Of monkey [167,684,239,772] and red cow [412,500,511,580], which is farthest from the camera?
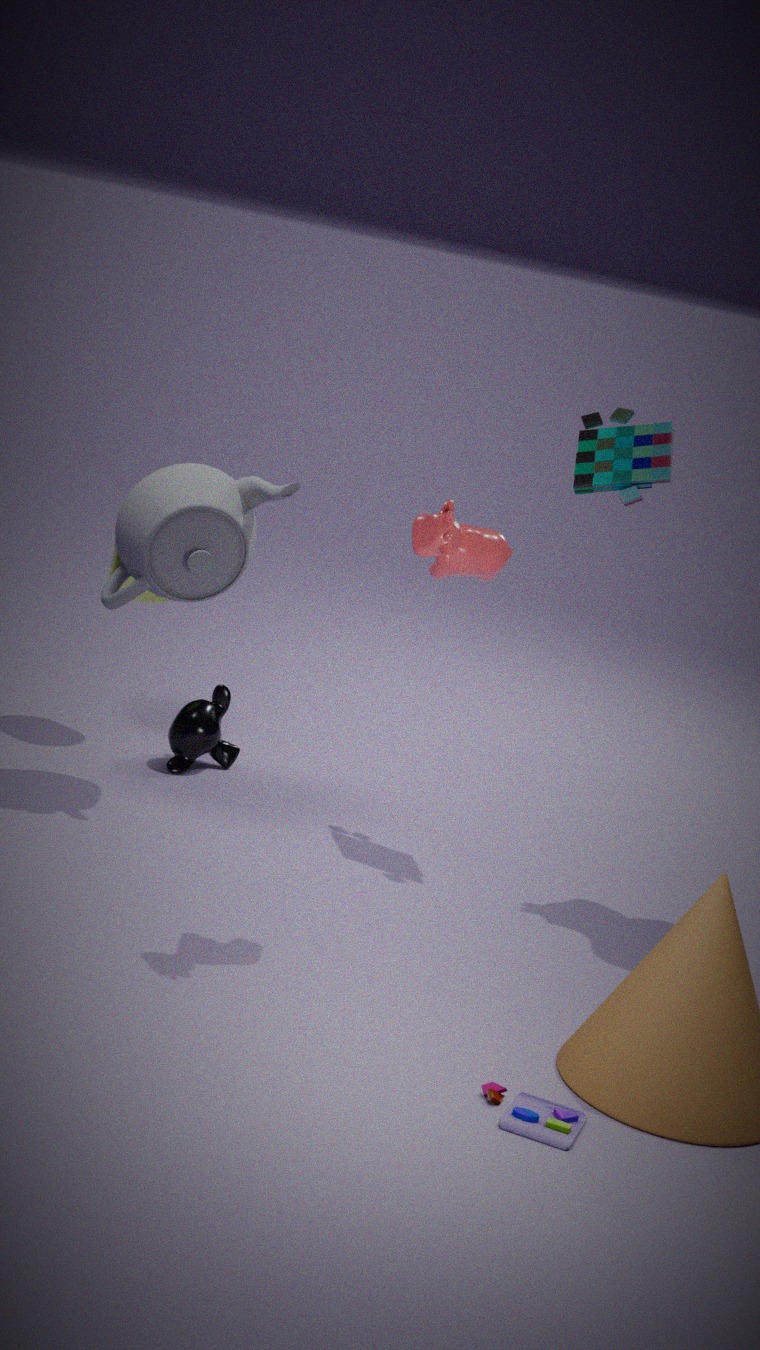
monkey [167,684,239,772]
